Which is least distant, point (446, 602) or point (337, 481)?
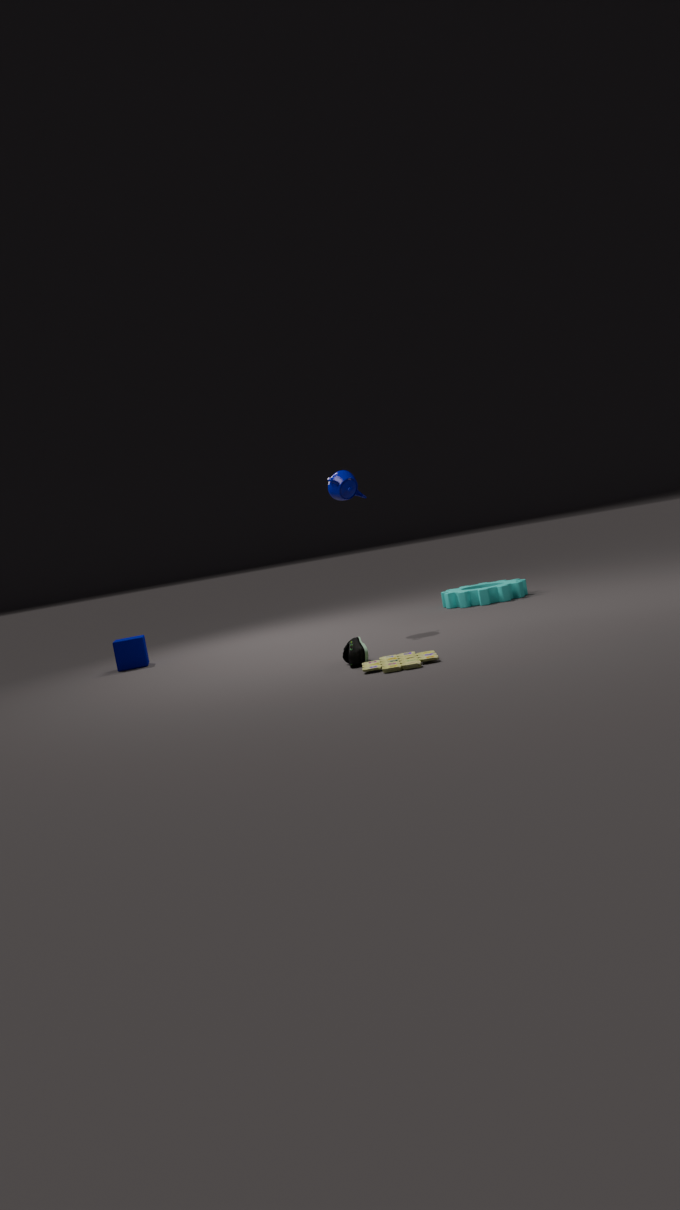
point (337, 481)
